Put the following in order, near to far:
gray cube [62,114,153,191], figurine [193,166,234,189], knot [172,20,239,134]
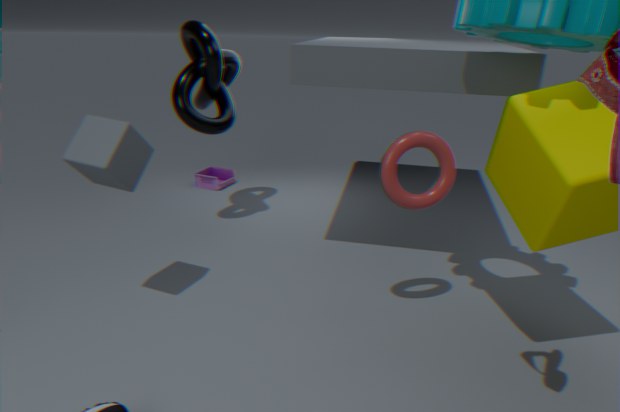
gray cube [62,114,153,191], knot [172,20,239,134], figurine [193,166,234,189]
